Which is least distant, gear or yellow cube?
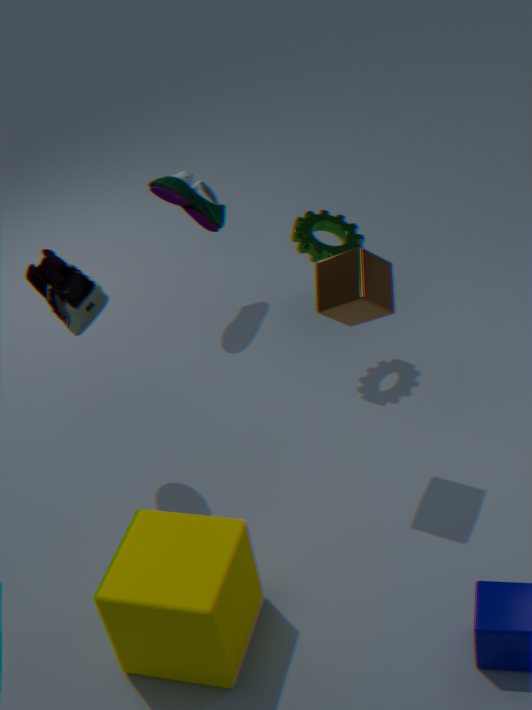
yellow cube
